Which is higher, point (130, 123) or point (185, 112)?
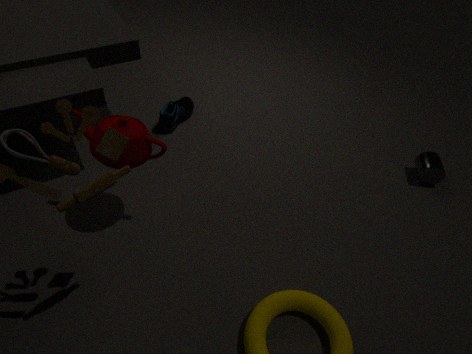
point (130, 123)
